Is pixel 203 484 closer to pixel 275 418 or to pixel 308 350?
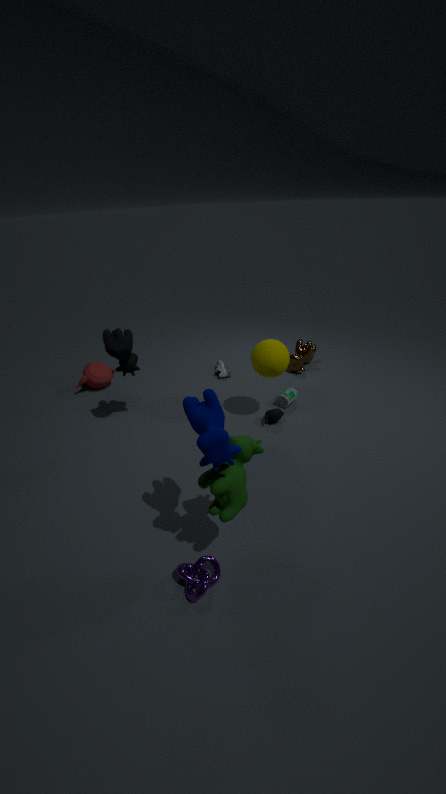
pixel 275 418
